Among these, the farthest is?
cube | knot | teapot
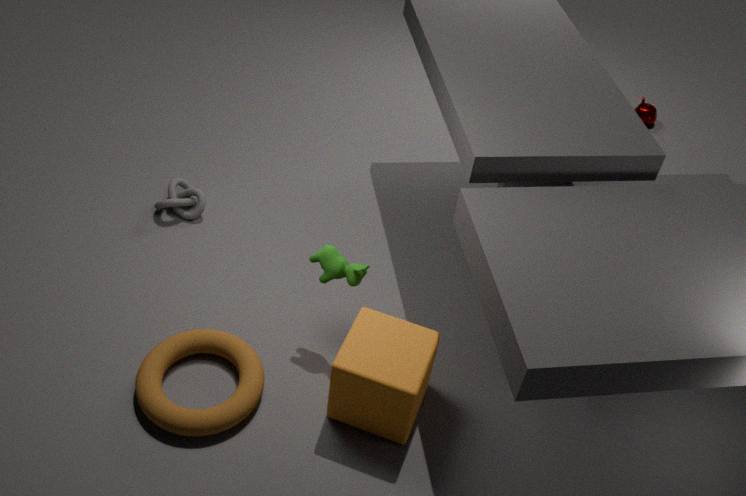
teapot
